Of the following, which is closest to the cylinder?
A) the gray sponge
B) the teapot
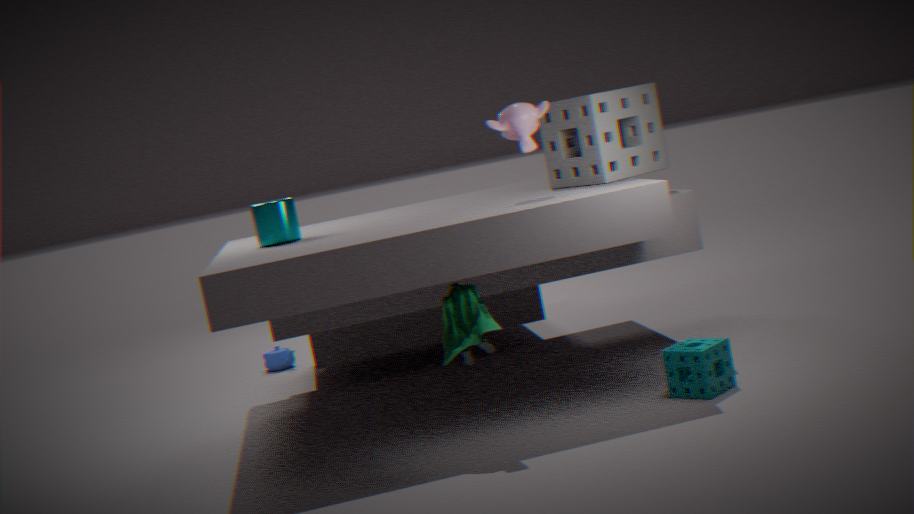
the gray sponge
